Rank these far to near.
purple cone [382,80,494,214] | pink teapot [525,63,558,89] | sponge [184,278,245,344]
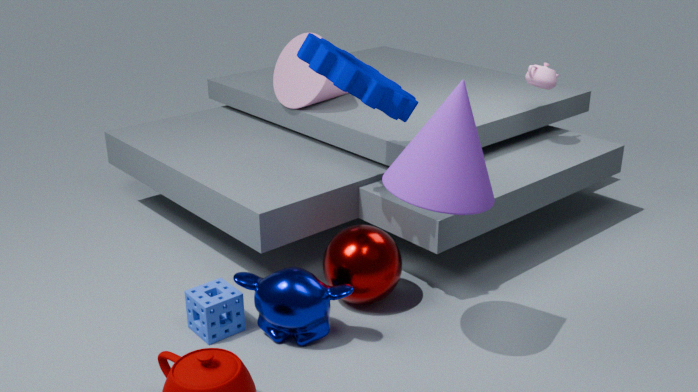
pink teapot [525,63,558,89] → sponge [184,278,245,344] → purple cone [382,80,494,214]
